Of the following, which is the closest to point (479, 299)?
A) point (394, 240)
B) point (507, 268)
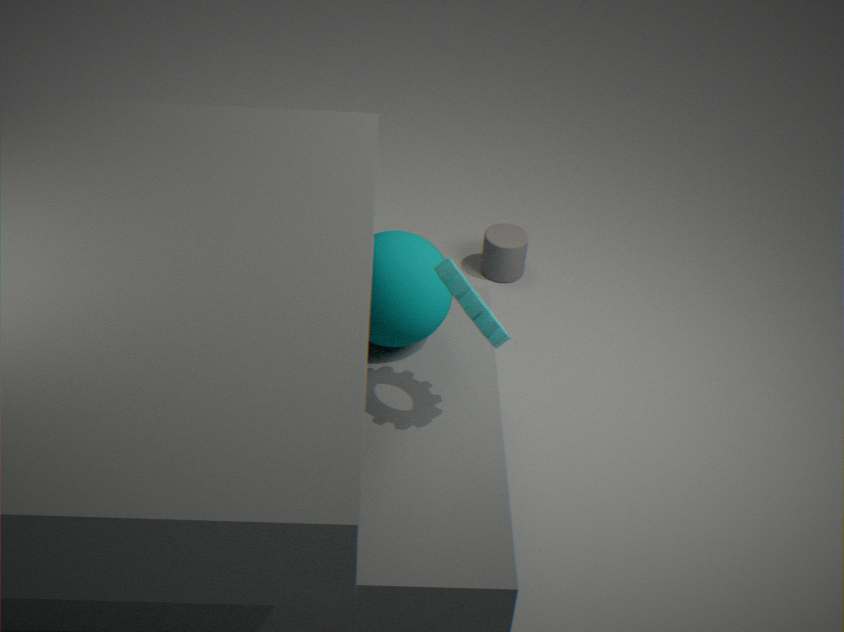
point (394, 240)
